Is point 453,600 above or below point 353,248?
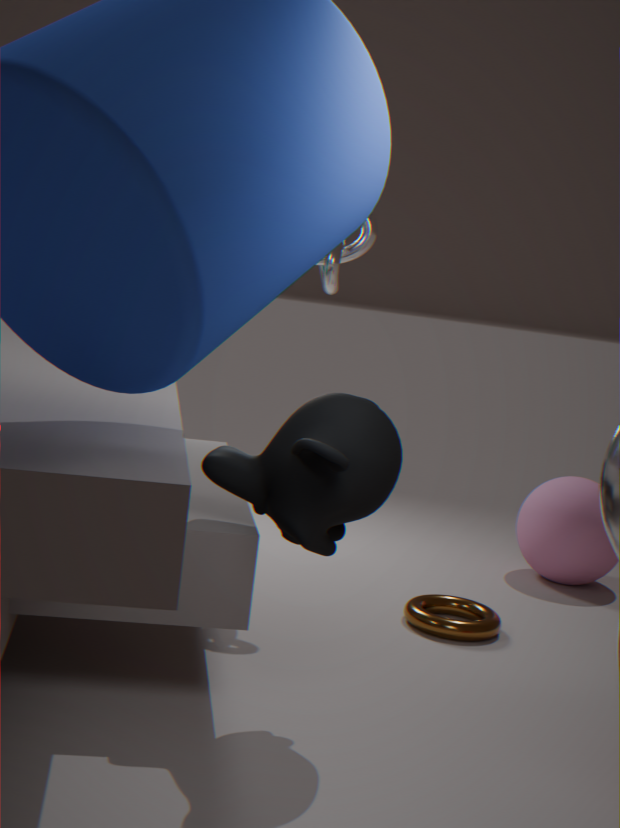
below
